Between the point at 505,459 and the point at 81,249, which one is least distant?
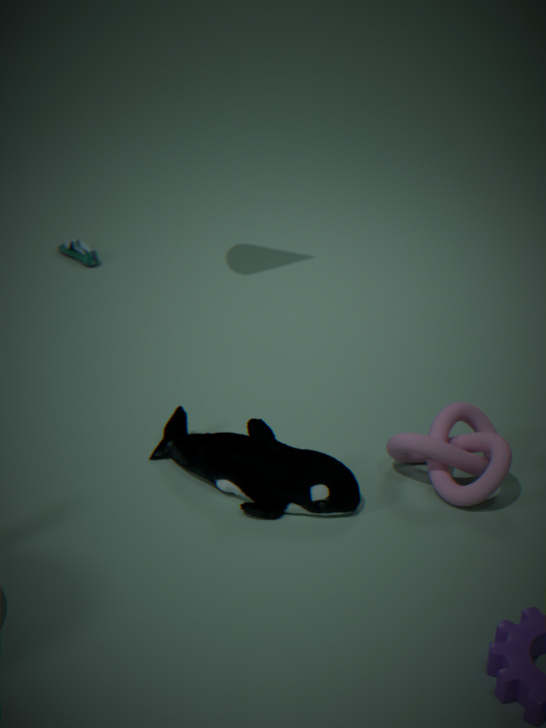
the point at 505,459
